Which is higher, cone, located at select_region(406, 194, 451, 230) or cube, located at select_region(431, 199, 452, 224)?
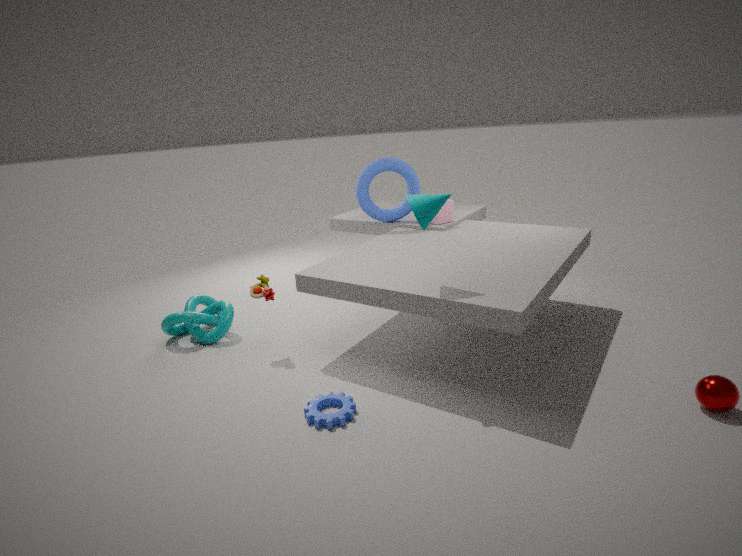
cone, located at select_region(406, 194, 451, 230)
